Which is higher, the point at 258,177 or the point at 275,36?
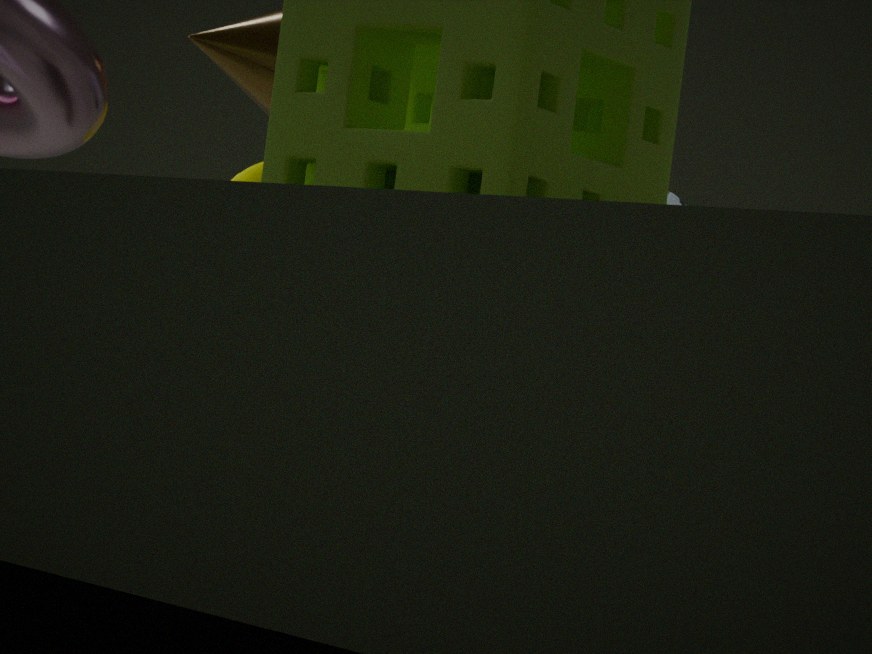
the point at 275,36
